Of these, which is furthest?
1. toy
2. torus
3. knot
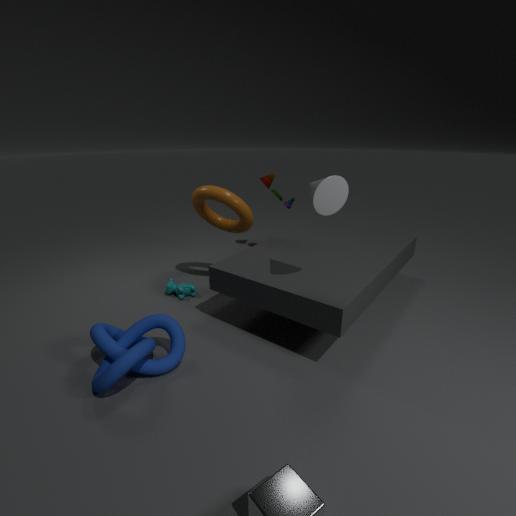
toy
